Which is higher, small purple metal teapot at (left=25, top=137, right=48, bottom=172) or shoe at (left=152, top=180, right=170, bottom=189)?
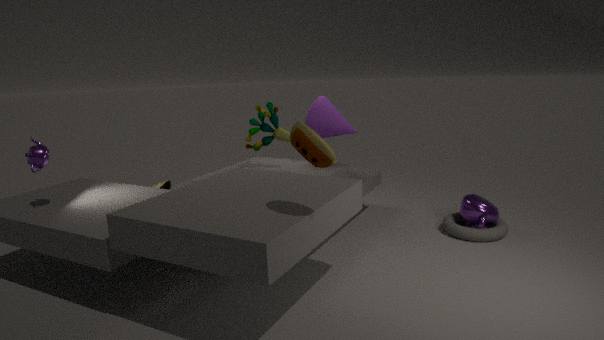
small purple metal teapot at (left=25, top=137, right=48, bottom=172)
